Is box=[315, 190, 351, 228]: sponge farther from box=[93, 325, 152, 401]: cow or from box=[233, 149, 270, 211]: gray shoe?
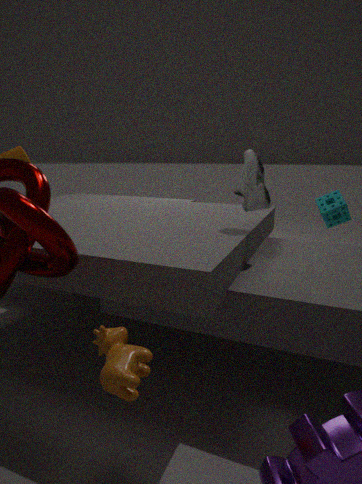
box=[93, 325, 152, 401]: cow
